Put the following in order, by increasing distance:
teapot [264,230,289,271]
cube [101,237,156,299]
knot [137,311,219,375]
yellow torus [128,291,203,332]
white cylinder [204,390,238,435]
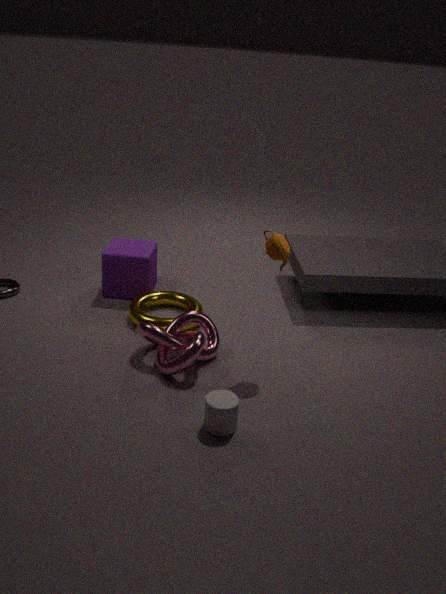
white cylinder [204,390,238,435]
teapot [264,230,289,271]
knot [137,311,219,375]
yellow torus [128,291,203,332]
cube [101,237,156,299]
